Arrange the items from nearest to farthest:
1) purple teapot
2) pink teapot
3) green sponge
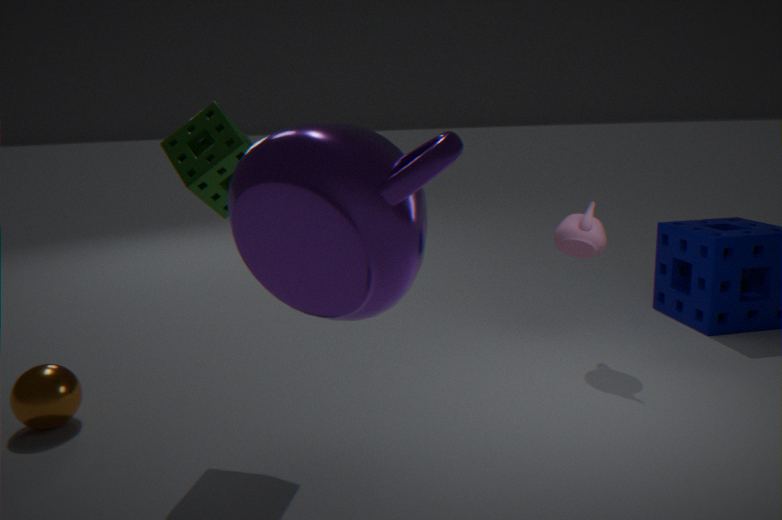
1. purple teapot < 3. green sponge < 2. pink teapot
